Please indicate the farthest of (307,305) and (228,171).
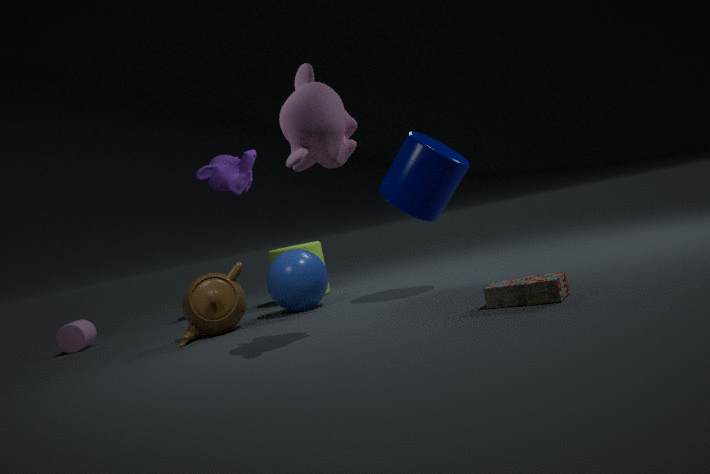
(228,171)
